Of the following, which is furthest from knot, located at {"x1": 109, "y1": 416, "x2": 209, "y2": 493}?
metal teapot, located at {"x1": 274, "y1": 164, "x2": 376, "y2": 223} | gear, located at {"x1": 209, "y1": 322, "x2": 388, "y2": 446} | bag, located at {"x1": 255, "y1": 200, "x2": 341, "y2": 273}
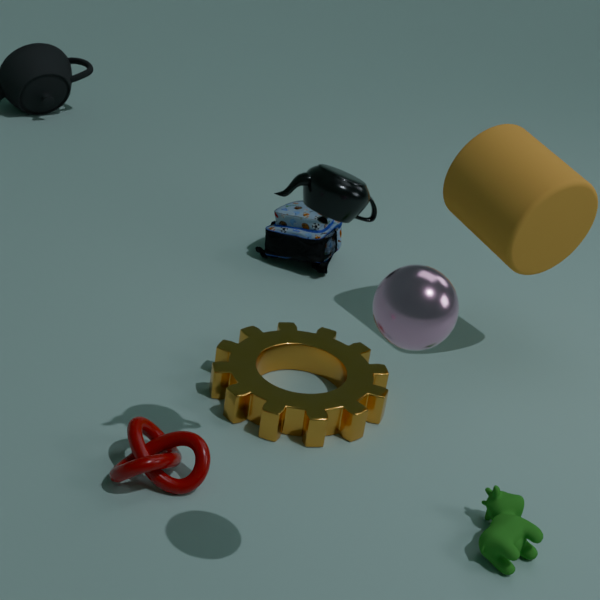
bag, located at {"x1": 255, "y1": 200, "x2": 341, "y2": 273}
